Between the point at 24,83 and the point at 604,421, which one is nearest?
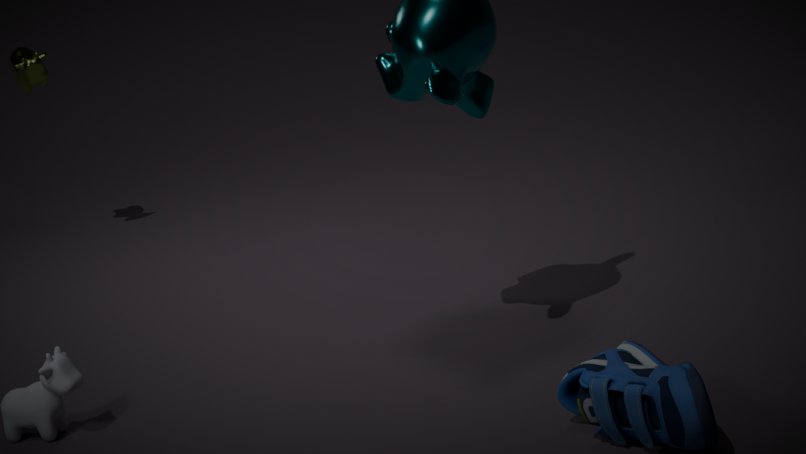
the point at 604,421
